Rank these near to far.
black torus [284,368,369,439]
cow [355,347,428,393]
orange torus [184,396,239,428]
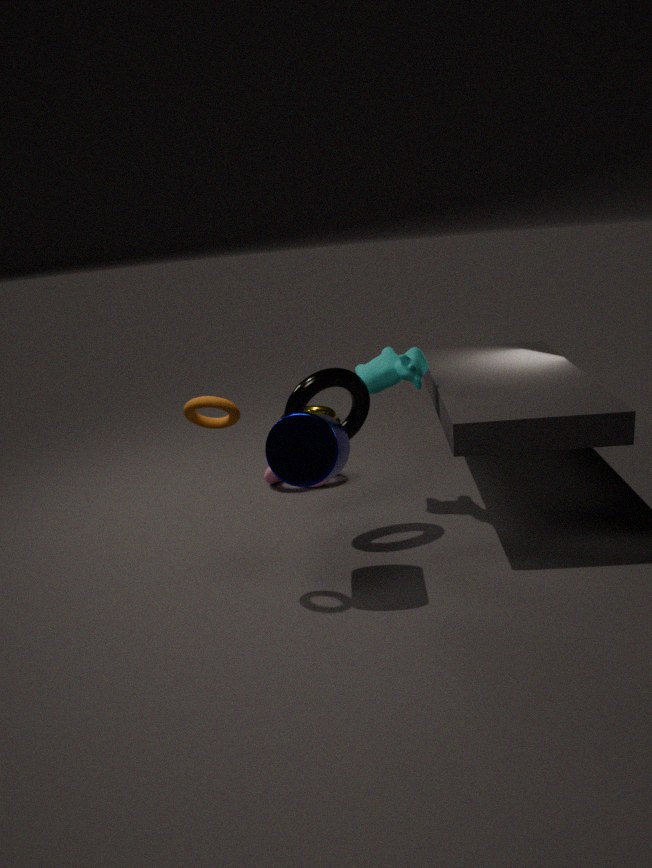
orange torus [184,396,239,428] < black torus [284,368,369,439] < cow [355,347,428,393]
